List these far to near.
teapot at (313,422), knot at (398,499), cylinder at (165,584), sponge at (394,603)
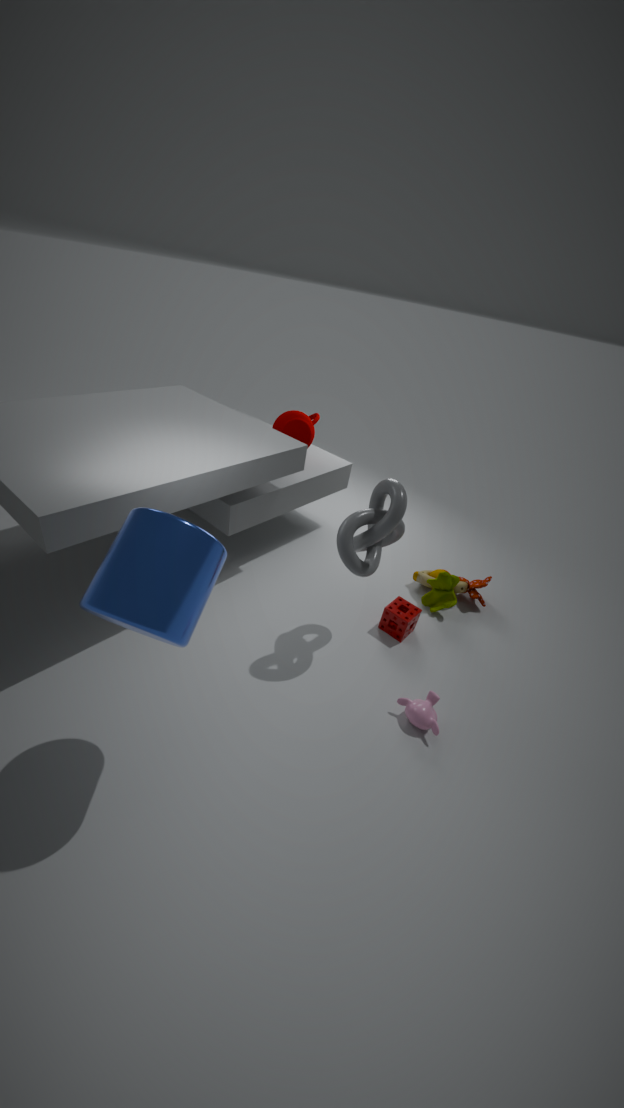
teapot at (313,422), sponge at (394,603), knot at (398,499), cylinder at (165,584)
